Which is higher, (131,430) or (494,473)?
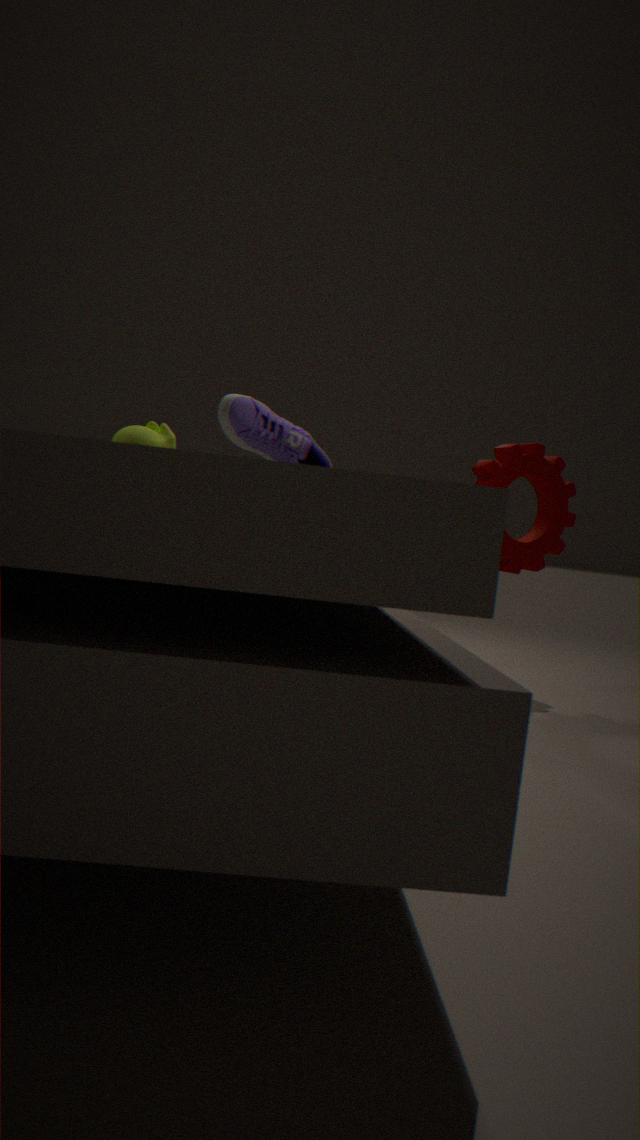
(494,473)
